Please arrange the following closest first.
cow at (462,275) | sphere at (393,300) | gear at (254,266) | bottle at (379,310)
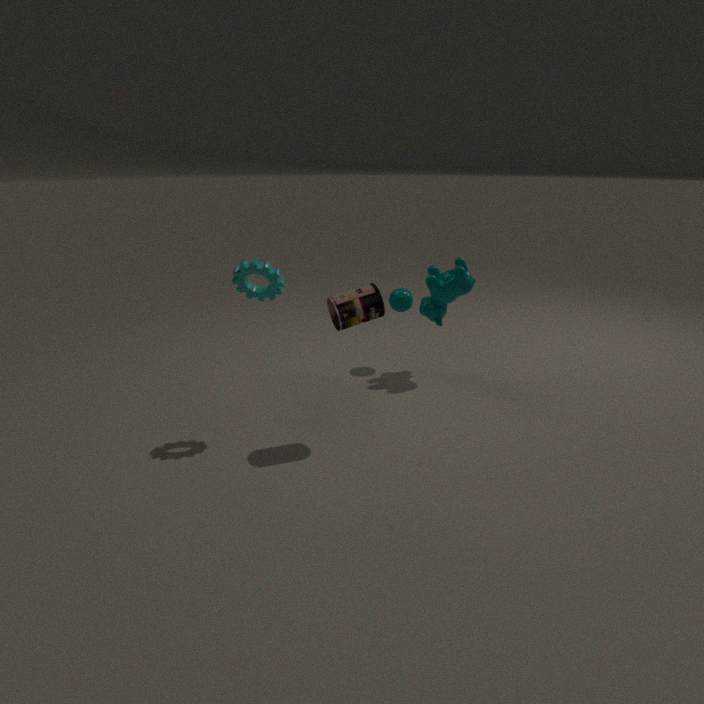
bottle at (379,310), gear at (254,266), cow at (462,275), sphere at (393,300)
